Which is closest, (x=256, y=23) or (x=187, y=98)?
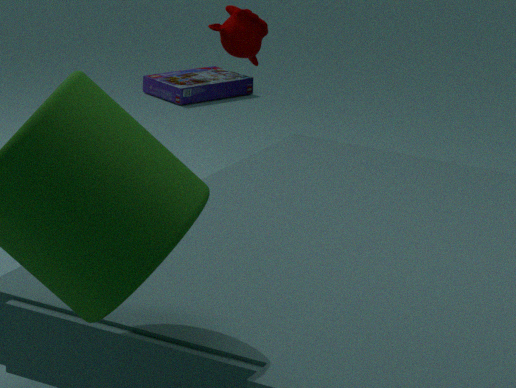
(x=256, y=23)
